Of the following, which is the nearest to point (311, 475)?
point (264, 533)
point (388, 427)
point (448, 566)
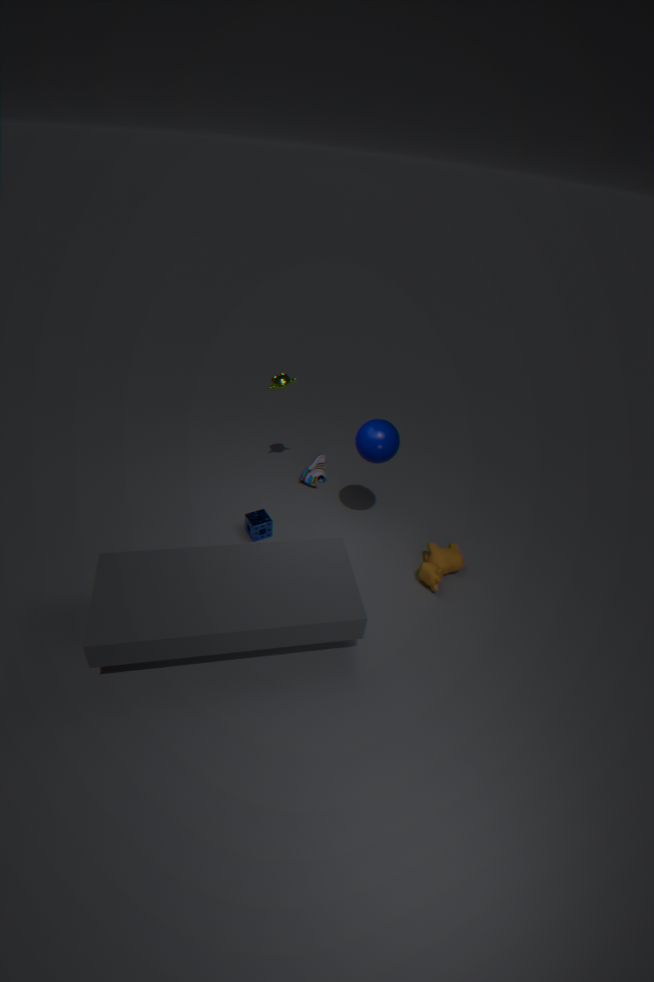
point (264, 533)
